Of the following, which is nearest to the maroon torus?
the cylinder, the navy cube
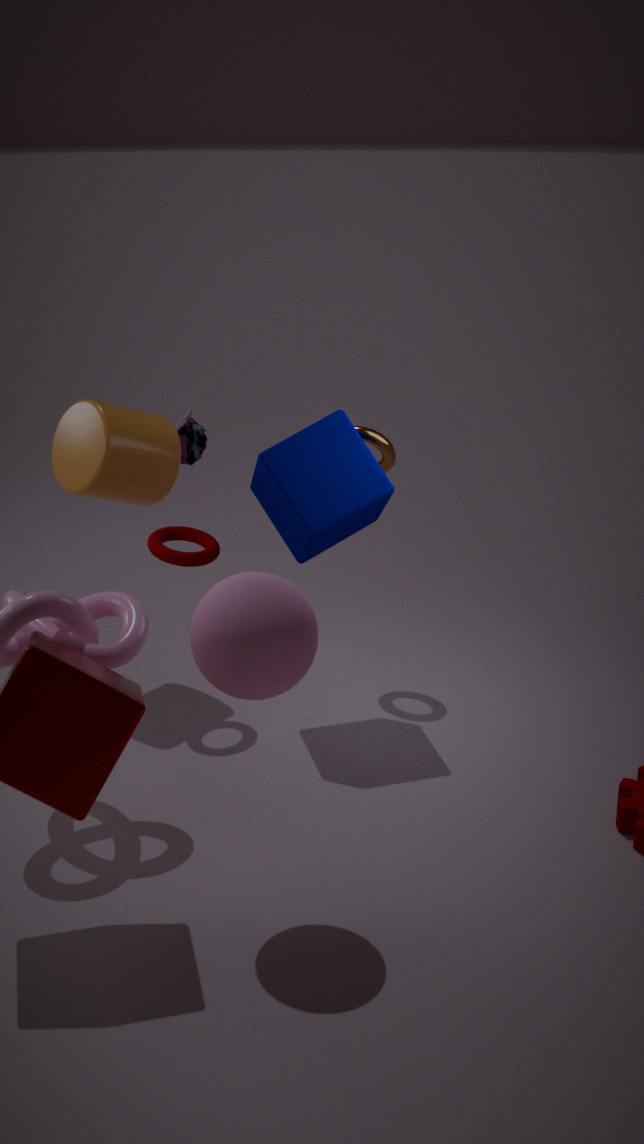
the cylinder
